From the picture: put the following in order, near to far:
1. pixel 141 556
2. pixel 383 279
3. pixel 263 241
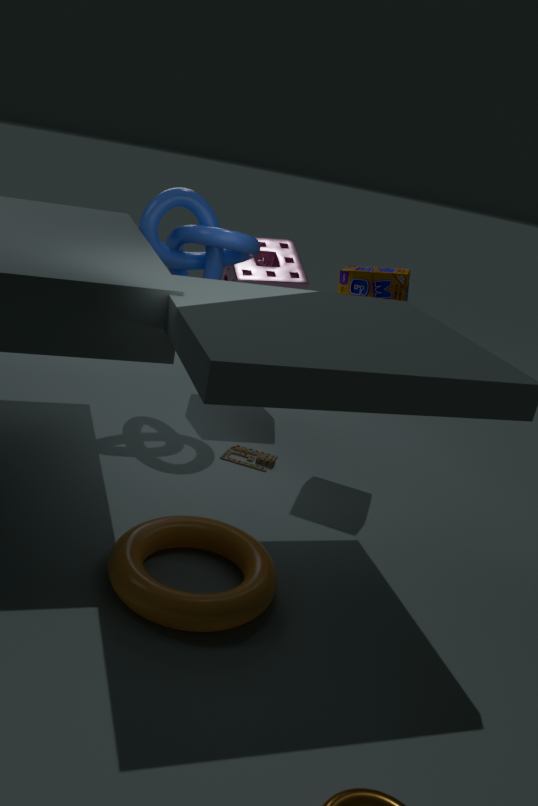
pixel 141 556, pixel 383 279, pixel 263 241
